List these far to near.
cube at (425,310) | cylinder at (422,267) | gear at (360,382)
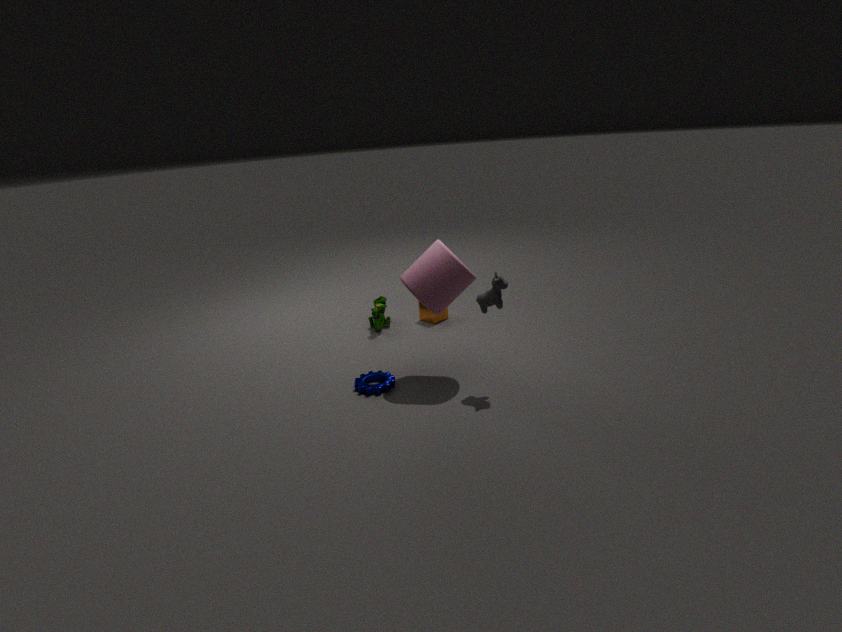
cube at (425,310)
gear at (360,382)
cylinder at (422,267)
